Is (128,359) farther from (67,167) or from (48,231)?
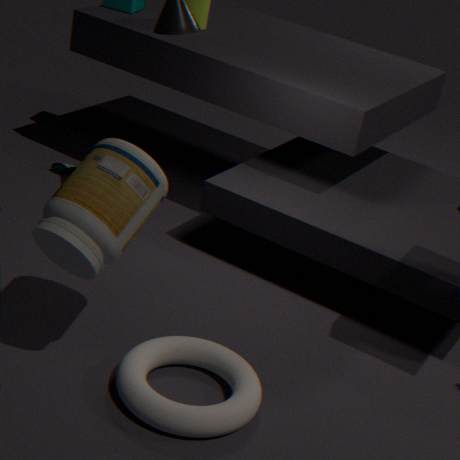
(67,167)
